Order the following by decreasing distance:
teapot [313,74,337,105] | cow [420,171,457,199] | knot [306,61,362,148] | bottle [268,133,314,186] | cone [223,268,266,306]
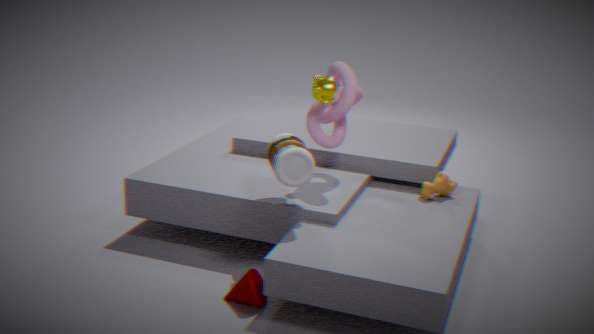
Result: cow [420,171,457,199]
knot [306,61,362,148]
teapot [313,74,337,105]
bottle [268,133,314,186]
cone [223,268,266,306]
